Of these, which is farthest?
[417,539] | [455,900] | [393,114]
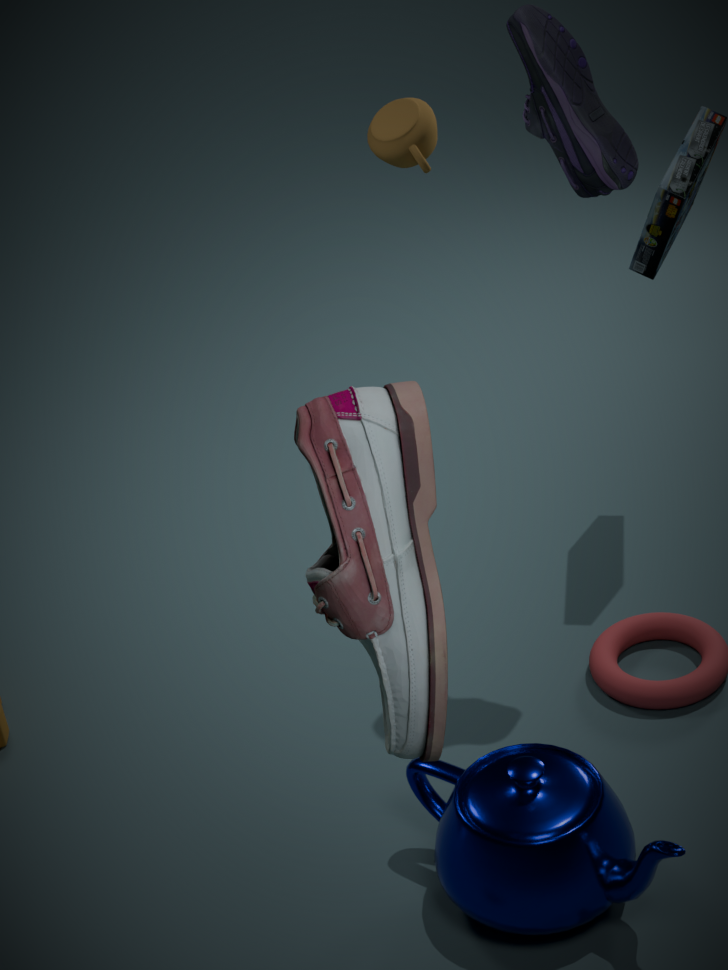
[393,114]
